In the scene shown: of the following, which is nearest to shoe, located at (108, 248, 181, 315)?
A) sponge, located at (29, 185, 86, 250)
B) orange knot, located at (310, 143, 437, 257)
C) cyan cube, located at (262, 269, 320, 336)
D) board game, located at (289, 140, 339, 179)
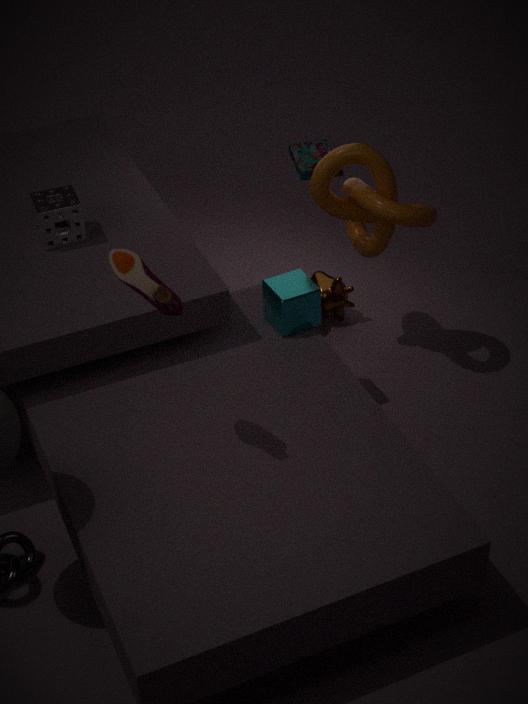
cyan cube, located at (262, 269, 320, 336)
